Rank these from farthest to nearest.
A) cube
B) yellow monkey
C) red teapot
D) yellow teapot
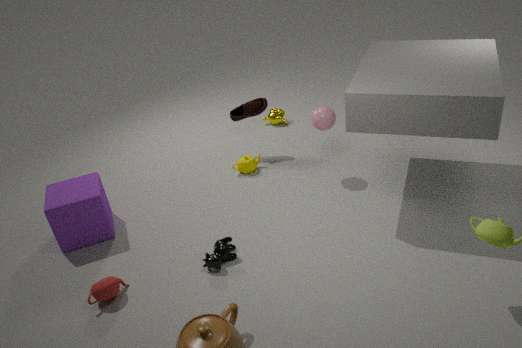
1. yellow monkey
2. yellow teapot
3. cube
4. red teapot
